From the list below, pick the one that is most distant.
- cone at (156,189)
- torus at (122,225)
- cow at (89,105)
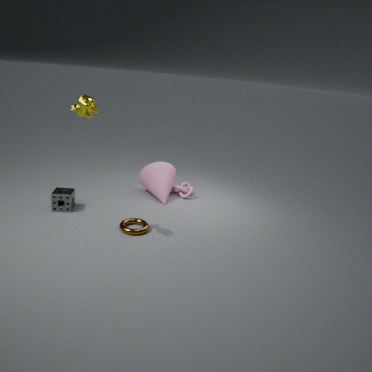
cone at (156,189)
